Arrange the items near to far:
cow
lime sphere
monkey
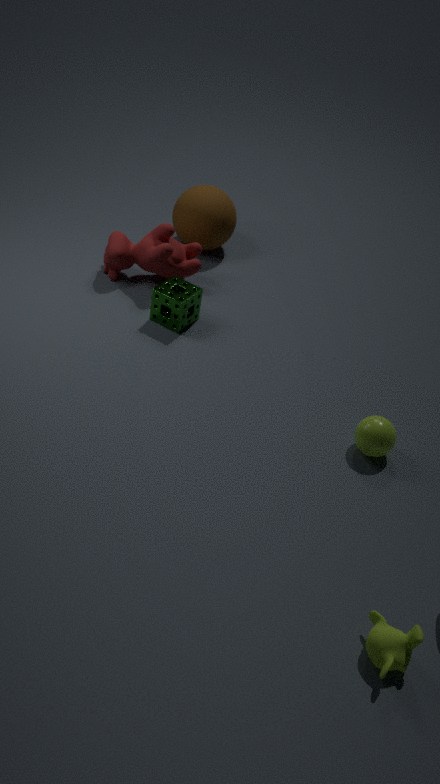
monkey
lime sphere
cow
